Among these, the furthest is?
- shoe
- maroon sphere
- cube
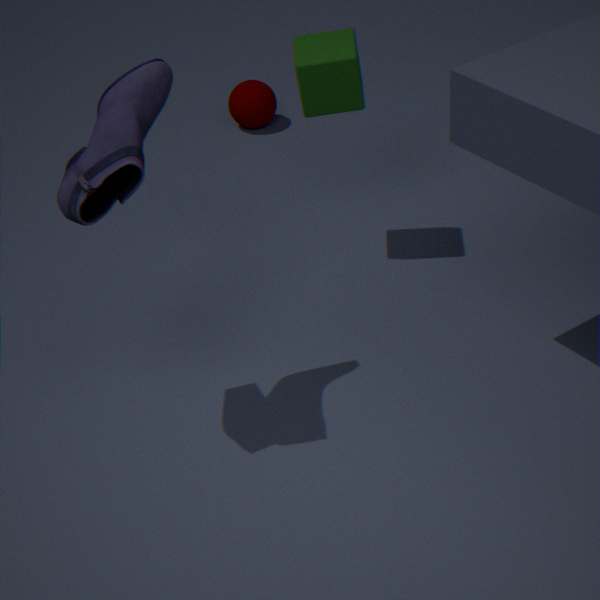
maroon sphere
